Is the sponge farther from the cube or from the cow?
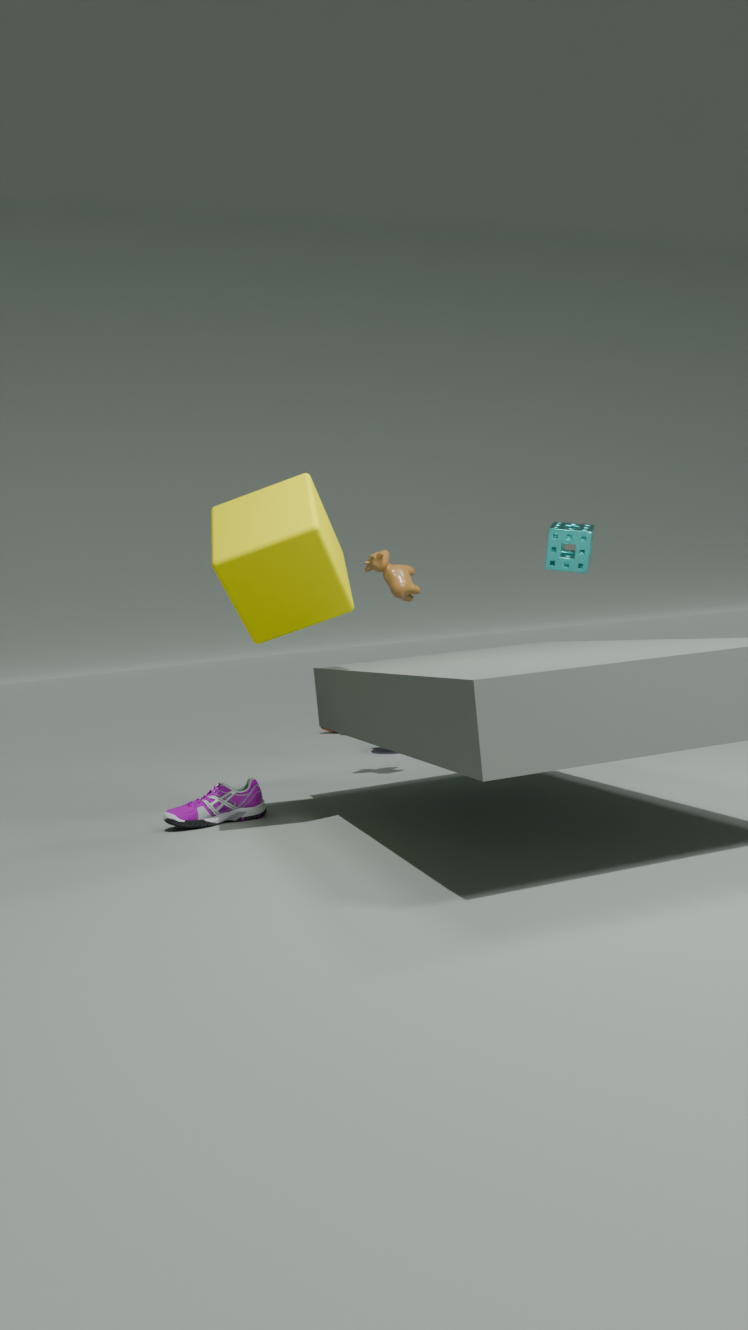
the cube
